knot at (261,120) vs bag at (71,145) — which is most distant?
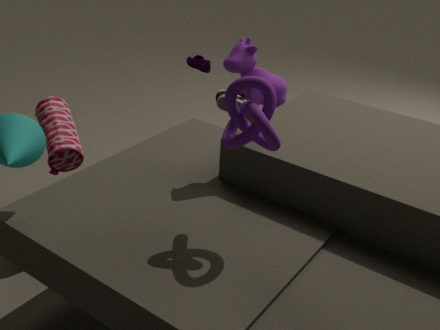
bag at (71,145)
